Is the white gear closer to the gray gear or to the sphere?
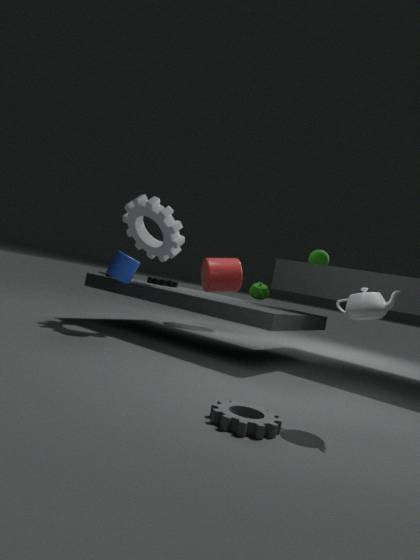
the sphere
